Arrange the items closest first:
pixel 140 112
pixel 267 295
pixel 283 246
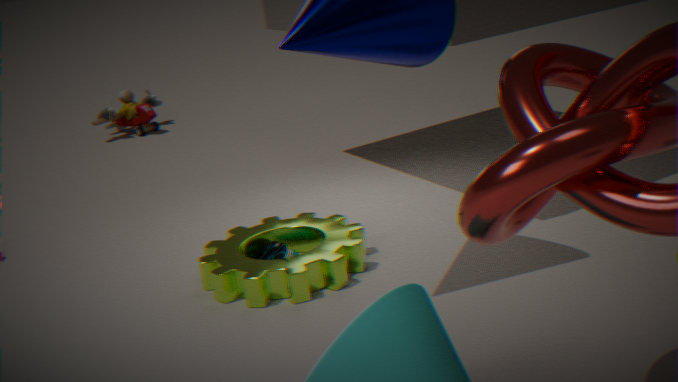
pixel 267 295
pixel 283 246
pixel 140 112
